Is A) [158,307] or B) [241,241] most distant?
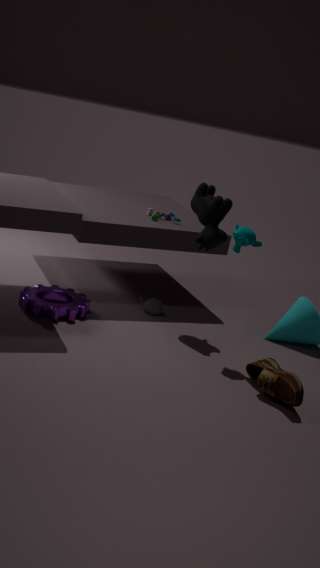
A. [158,307]
